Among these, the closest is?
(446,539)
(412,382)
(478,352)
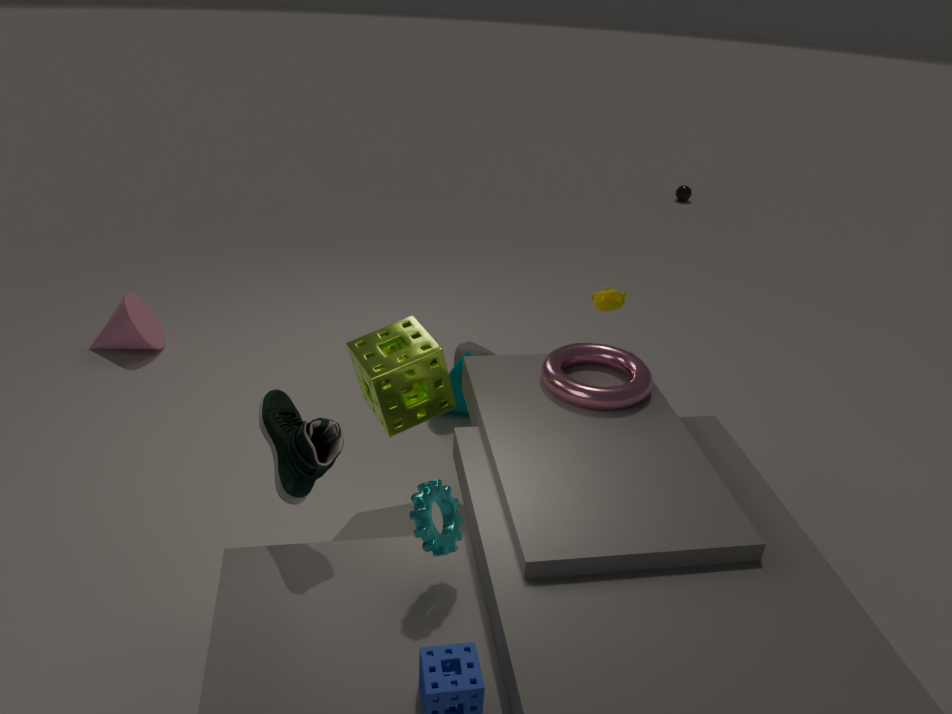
(446,539)
